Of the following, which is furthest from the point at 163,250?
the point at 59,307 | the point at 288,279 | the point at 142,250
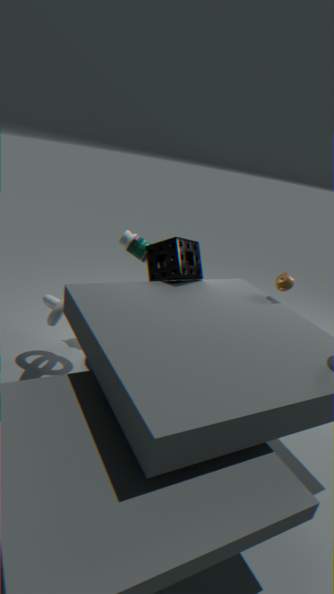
the point at 59,307
